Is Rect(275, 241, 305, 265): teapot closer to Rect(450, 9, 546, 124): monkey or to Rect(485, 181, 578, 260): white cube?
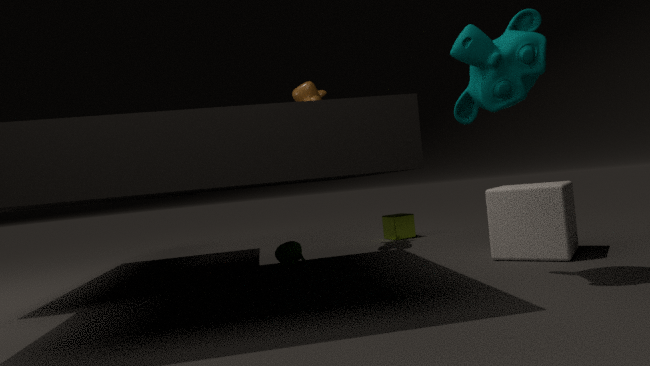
Rect(485, 181, 578, 260): white cube
